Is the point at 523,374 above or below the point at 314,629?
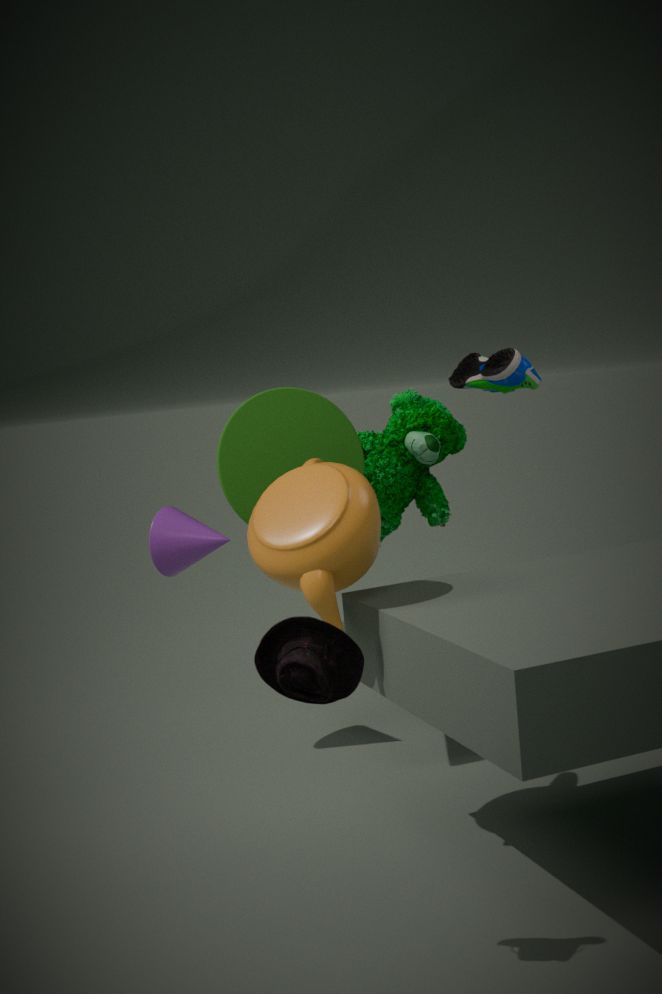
above
